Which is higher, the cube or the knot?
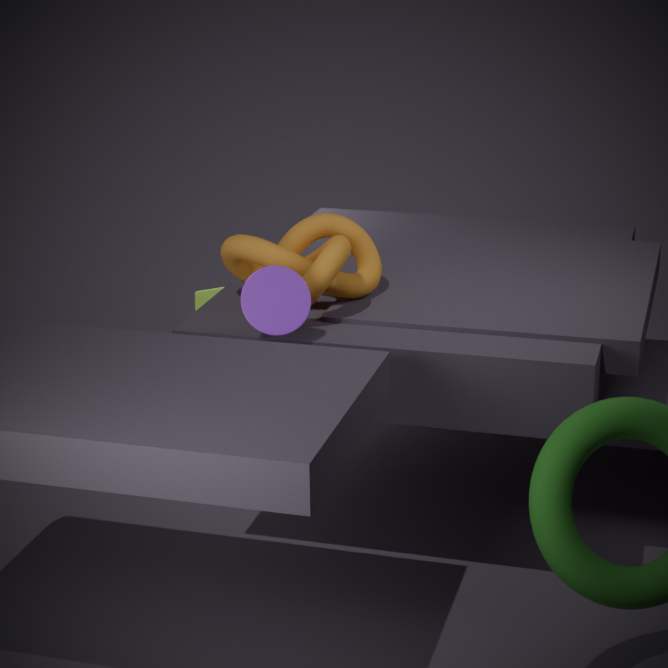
the knot
